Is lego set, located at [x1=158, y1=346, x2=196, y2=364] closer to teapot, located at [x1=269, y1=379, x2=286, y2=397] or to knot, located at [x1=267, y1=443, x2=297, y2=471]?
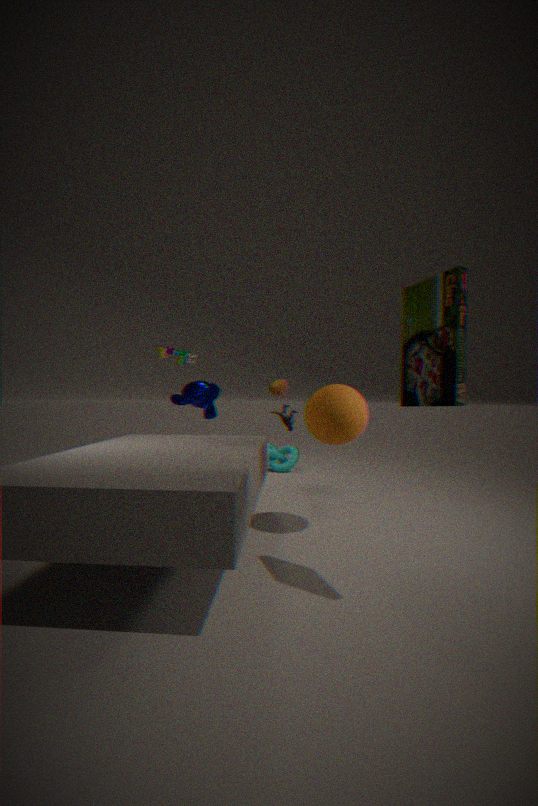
teapot, located at [x1=269, y1=379, x2=286, y2=397]
